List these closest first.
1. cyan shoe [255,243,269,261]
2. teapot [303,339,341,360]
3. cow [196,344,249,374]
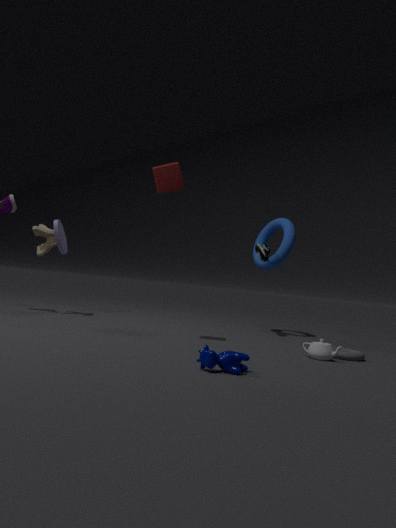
cow [196,344,249,374] → teapot [303,339,341,360] → cyan shoe [255,243,269,261]
